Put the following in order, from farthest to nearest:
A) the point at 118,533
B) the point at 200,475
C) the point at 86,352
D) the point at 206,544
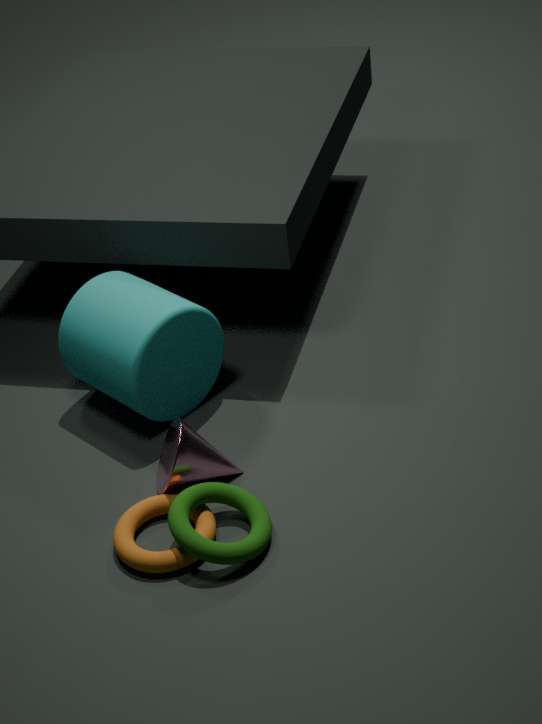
the point at 86,352 < the point at 200,475 < the point at 118,533 < the point at 206,544
